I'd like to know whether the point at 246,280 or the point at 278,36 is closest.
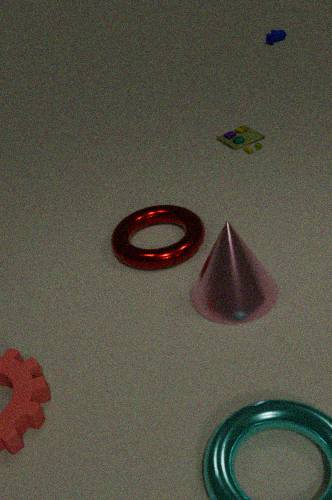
the point at 246,280
